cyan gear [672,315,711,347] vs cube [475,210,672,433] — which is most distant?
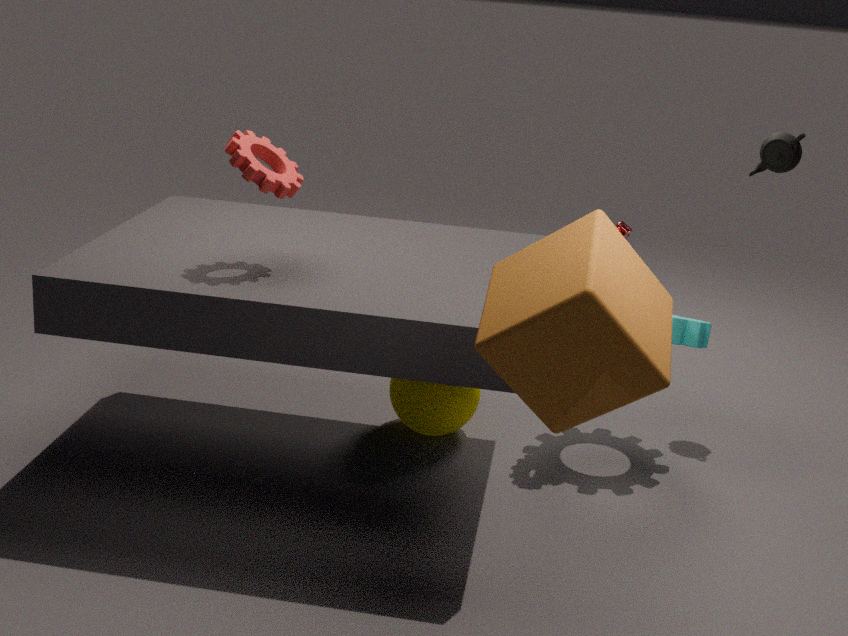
cyan gear [672,315,711,347]
